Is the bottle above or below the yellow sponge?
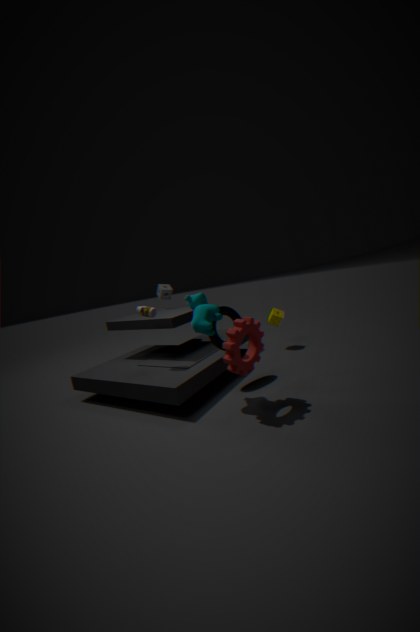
above
